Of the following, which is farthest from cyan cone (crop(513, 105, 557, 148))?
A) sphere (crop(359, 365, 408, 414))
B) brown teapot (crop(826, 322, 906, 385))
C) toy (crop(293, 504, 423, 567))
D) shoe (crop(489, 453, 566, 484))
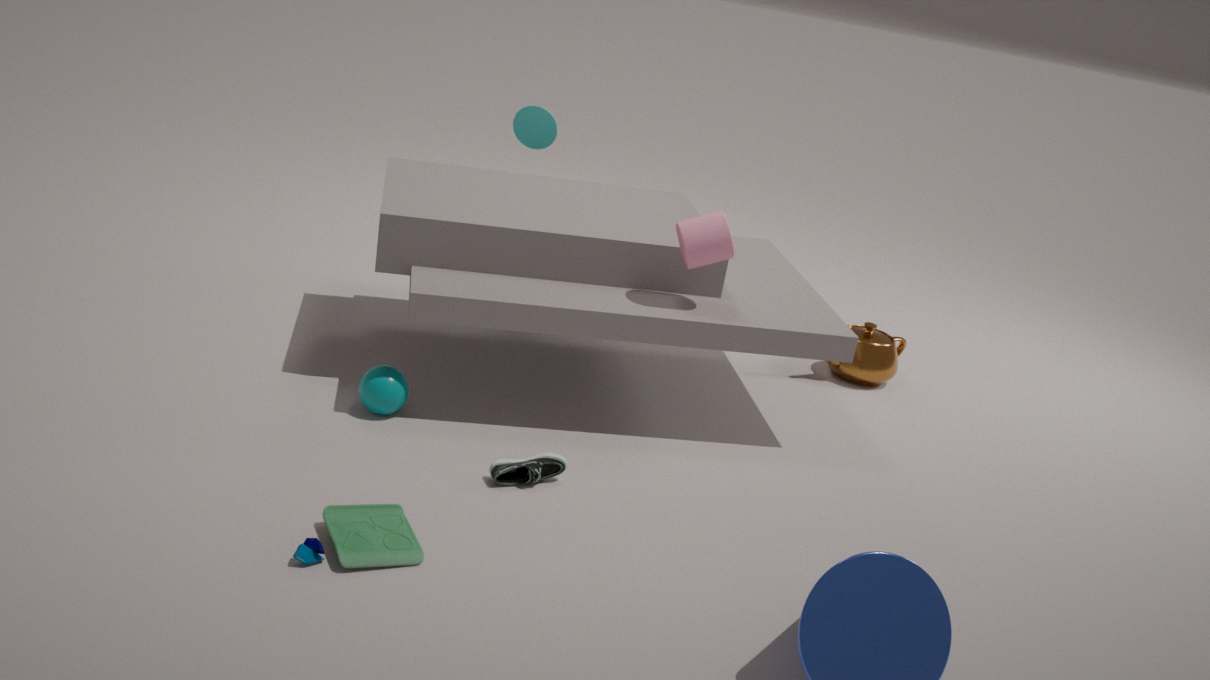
toy (crop(293, 504, 423, 567))
